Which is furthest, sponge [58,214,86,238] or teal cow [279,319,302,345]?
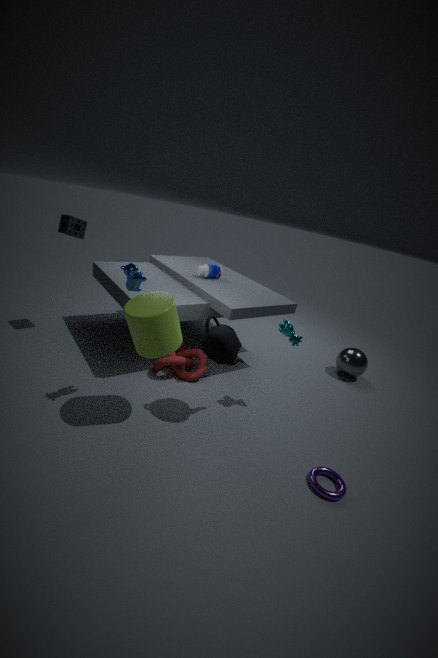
sponge [58,214,86,238]
